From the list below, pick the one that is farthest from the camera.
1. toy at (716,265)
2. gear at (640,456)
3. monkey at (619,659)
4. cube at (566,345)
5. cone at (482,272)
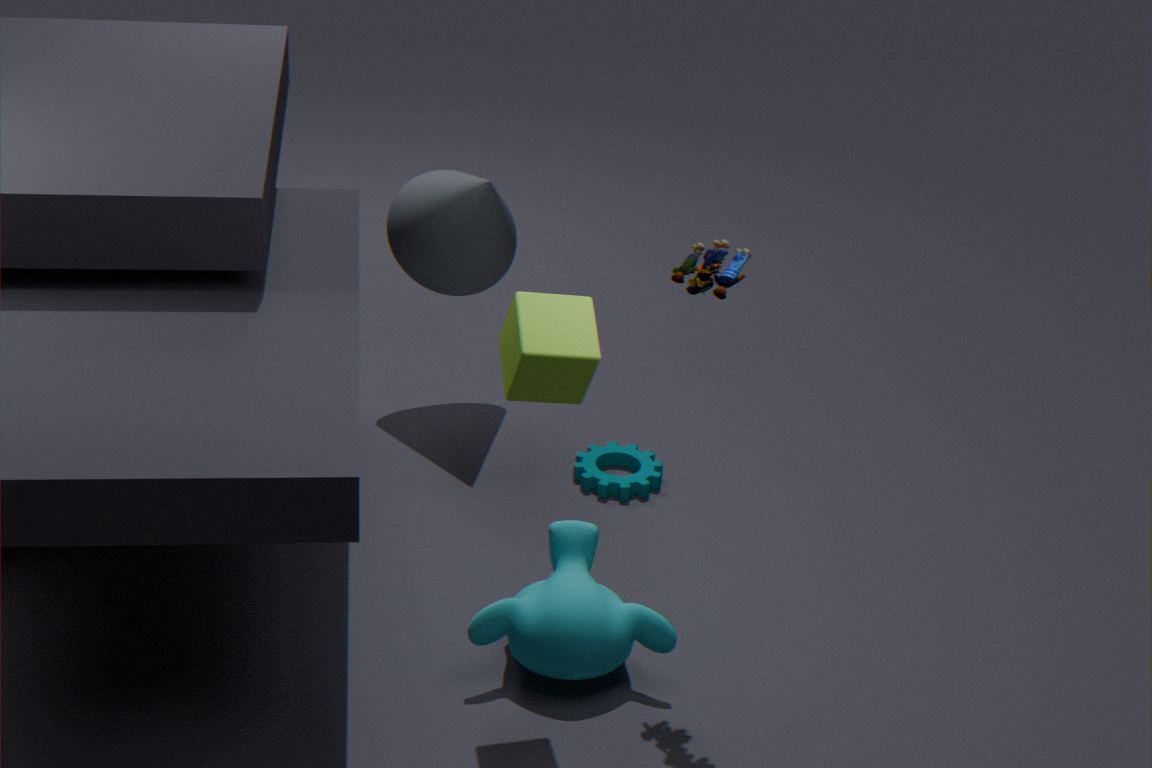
cone at (482,272)
